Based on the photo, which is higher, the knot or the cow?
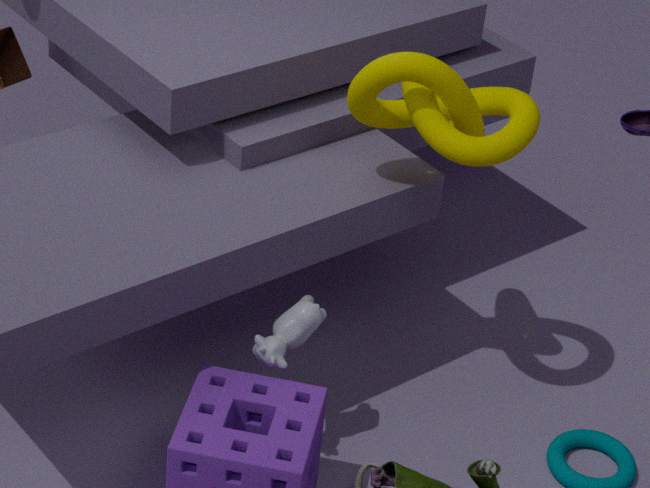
the knot
